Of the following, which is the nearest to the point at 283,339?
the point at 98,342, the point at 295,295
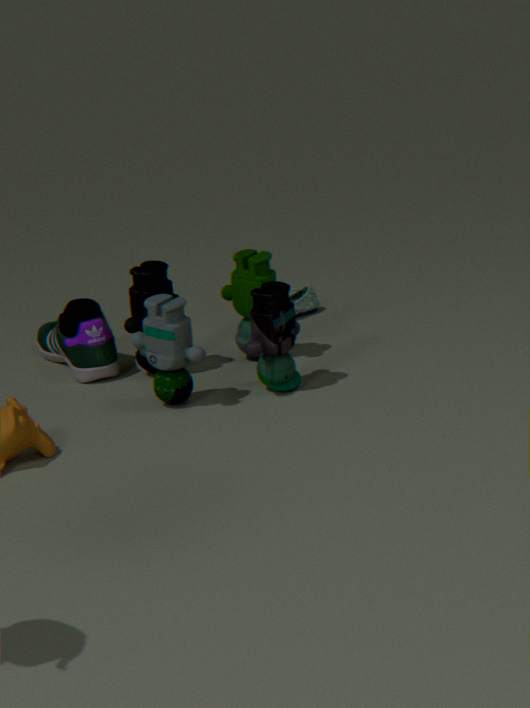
the point at 98,342
